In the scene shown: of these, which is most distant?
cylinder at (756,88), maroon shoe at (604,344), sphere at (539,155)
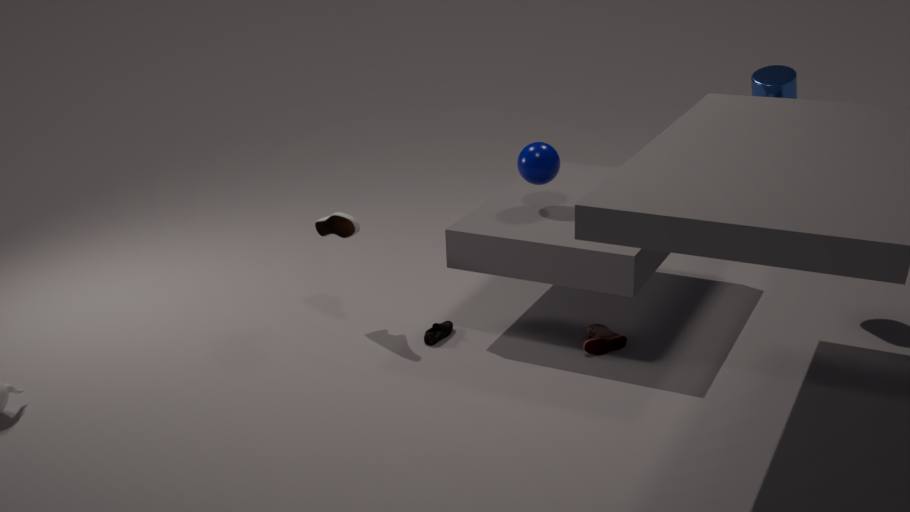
sphere at (539,155)
